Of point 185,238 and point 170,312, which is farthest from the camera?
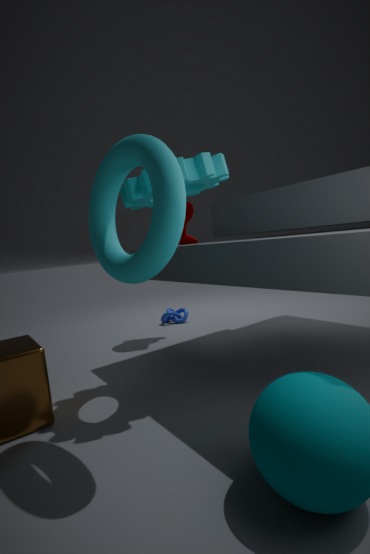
Result: point 170,312
